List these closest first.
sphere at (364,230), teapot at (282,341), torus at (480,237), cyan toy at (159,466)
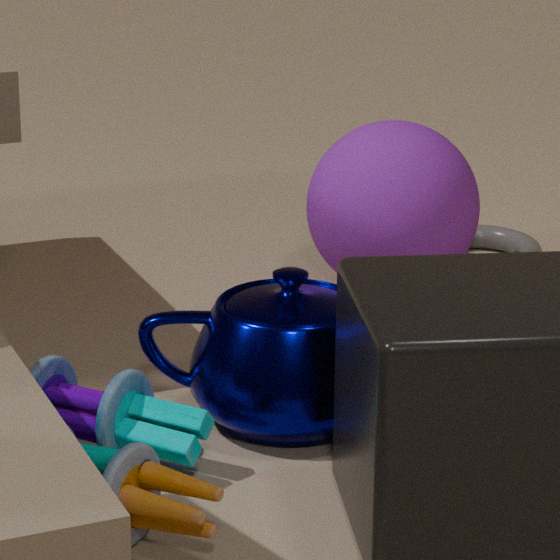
cyan toy at (159,466) → teapot at (282,341) → sphere at (364,230) → torus at (480,237)
